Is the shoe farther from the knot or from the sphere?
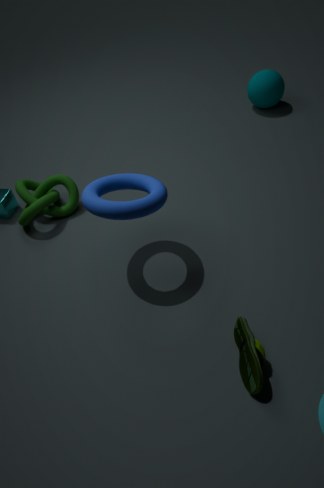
the sphere
